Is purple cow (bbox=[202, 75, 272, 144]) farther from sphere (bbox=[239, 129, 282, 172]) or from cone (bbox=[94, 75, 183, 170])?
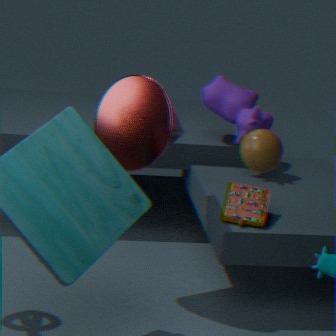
sphere (bbox=[239, 129, 282, 172])
